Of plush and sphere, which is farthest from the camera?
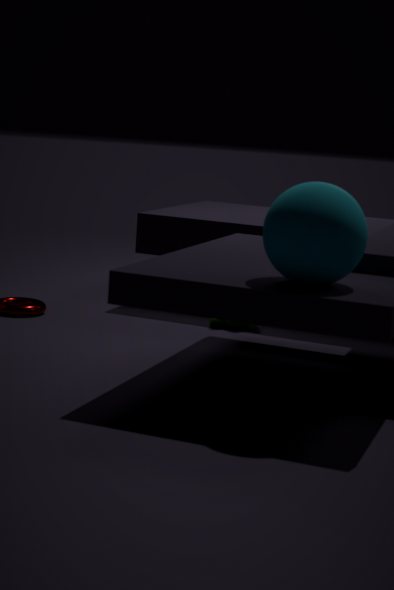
plush
